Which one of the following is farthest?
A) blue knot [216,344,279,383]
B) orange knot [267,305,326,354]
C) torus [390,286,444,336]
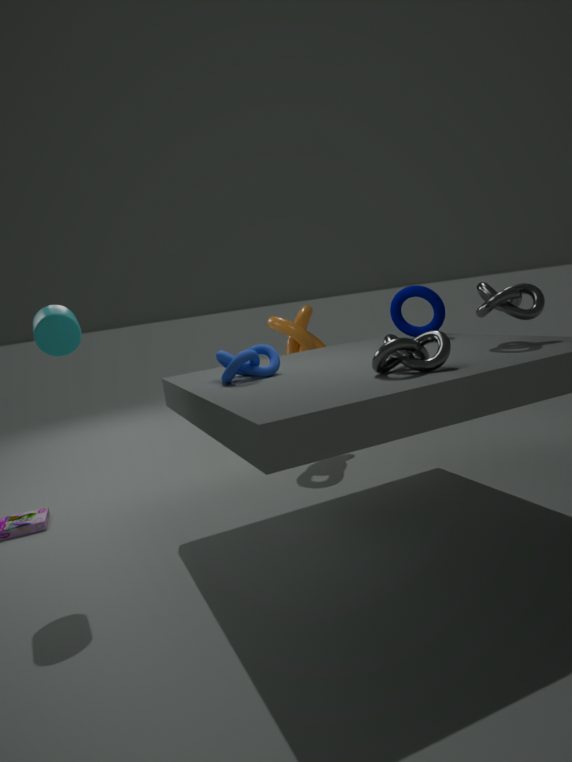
orange knot [267,305,326,354]
